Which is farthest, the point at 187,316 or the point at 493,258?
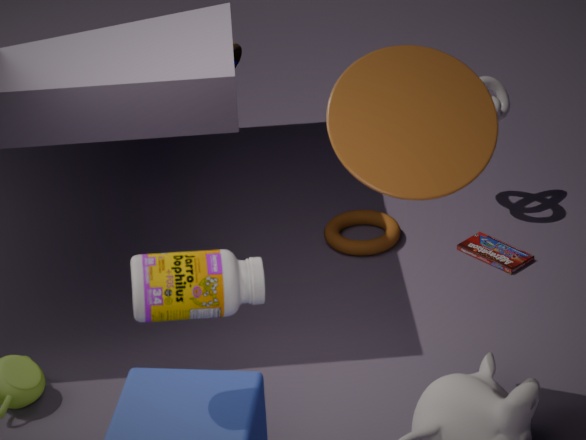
the point at 493,258
